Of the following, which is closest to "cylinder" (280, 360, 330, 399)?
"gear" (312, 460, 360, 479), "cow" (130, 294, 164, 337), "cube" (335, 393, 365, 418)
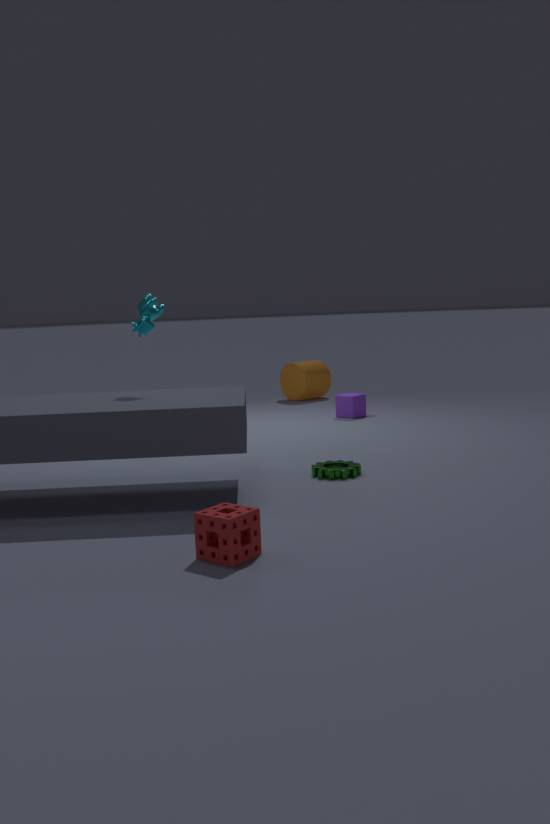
"cube" (335, 393, 365, 418)
